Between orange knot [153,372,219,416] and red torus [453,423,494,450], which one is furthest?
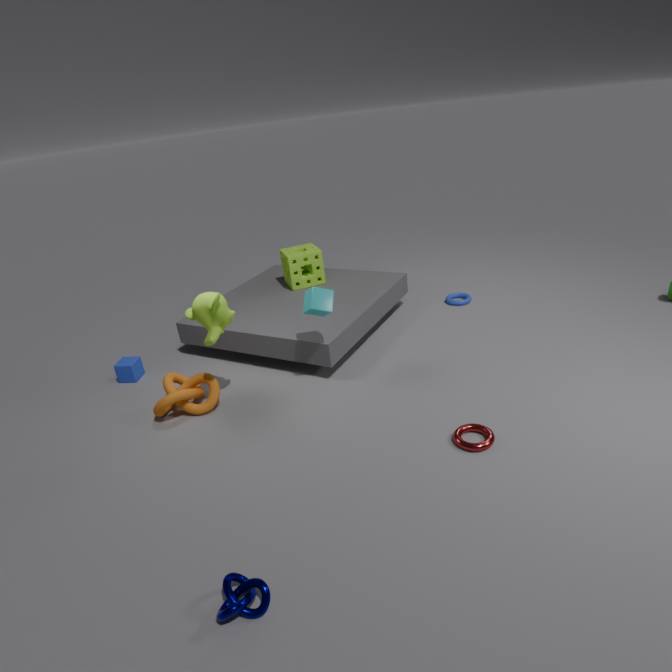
orange knot [153,372,219,416]
